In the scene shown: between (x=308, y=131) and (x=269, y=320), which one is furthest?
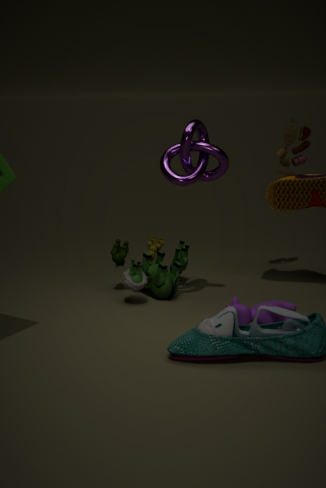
(x=308, y=131)
